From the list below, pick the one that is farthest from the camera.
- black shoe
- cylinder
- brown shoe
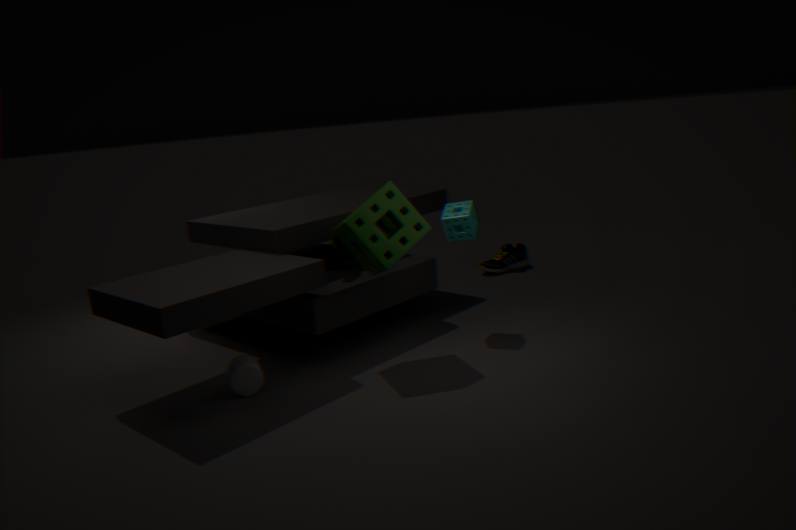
brown shoe
